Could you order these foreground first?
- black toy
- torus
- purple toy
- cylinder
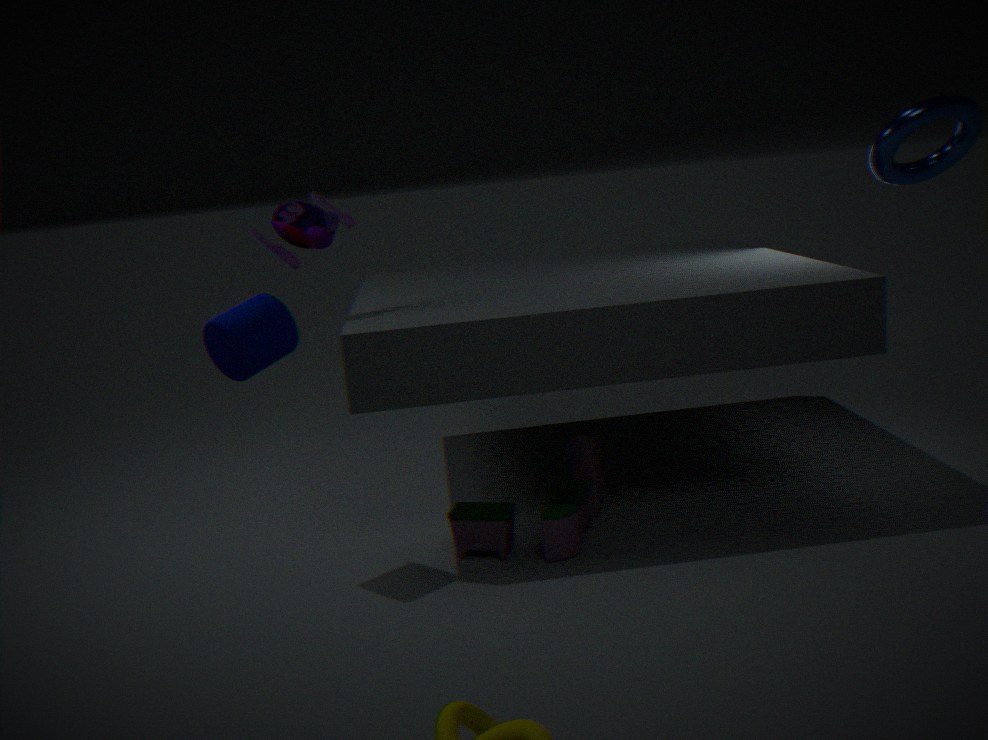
torus → cylinder → black toy → purple toy
